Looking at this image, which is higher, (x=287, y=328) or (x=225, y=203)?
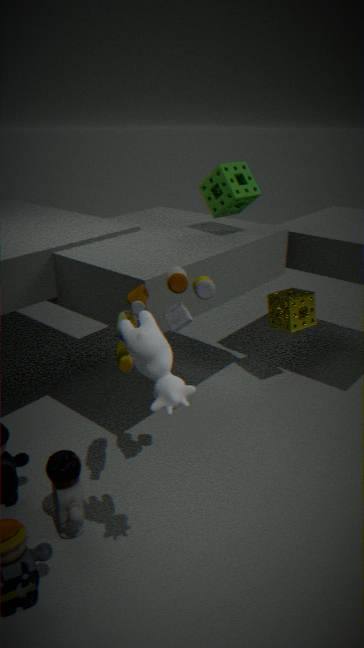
(x=225, y=203)
